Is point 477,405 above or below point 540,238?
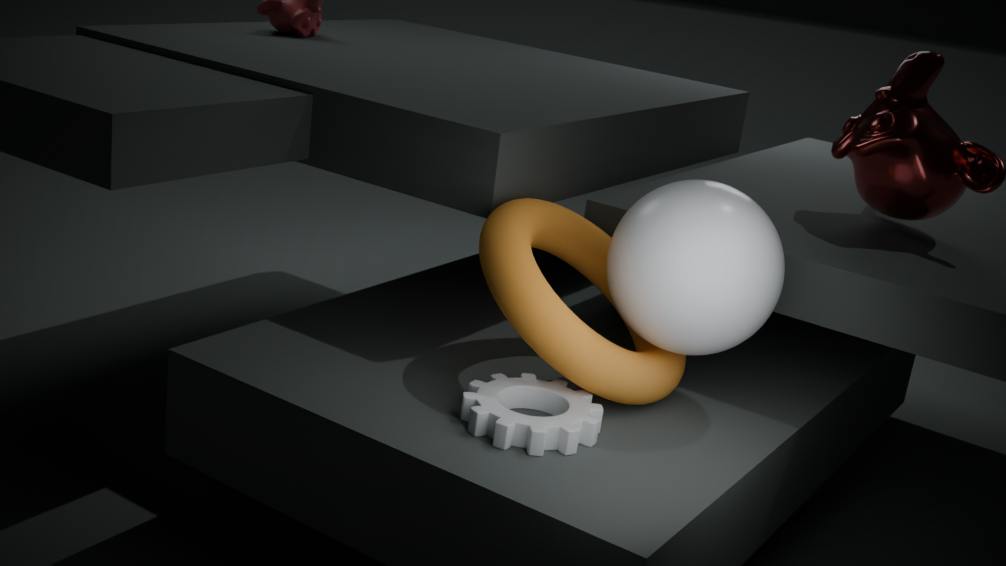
below
